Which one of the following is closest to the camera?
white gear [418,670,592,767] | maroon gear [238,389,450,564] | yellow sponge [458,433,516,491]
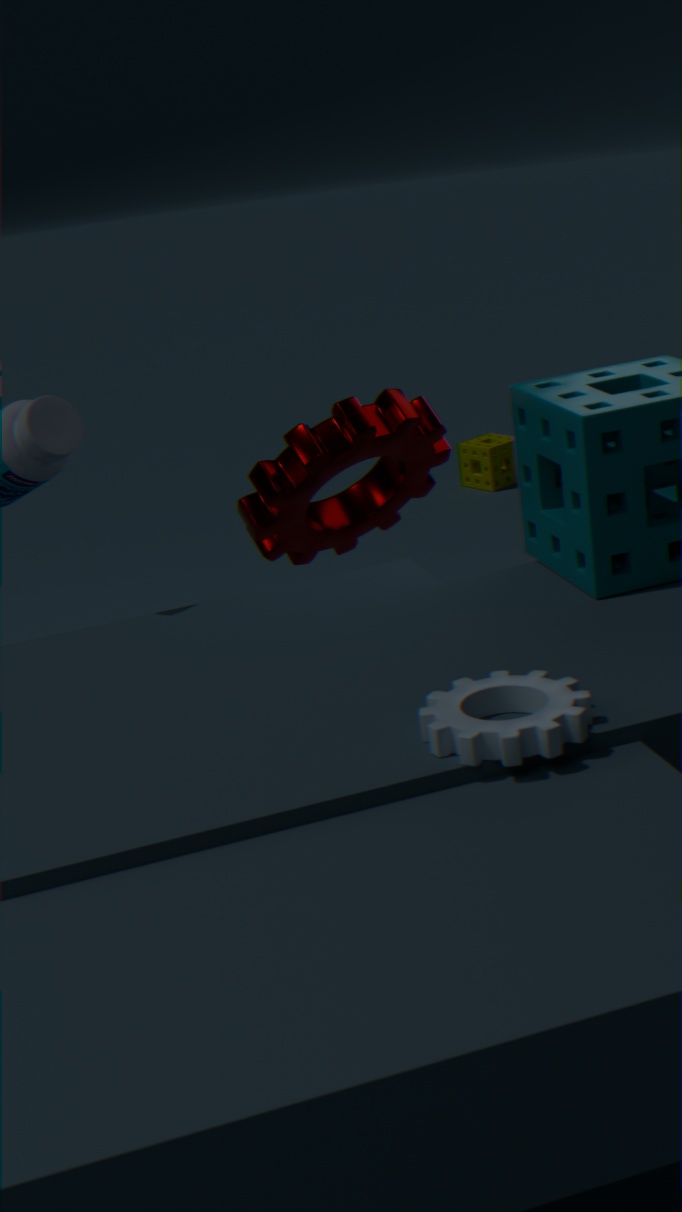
white gear [418,670,592,767]
